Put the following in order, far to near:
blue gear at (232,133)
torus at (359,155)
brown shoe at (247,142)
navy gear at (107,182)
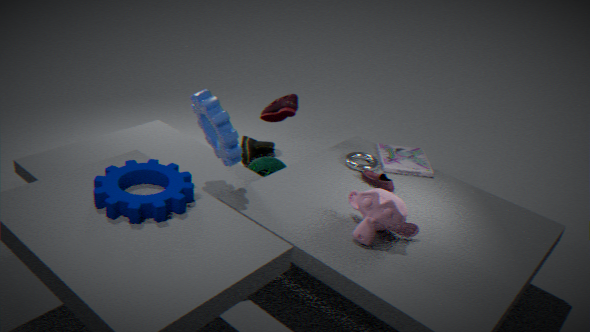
brown shoe at (247,142) → torus at (359,155) → blue gear at (232,133) → navy gear at (107,182)
